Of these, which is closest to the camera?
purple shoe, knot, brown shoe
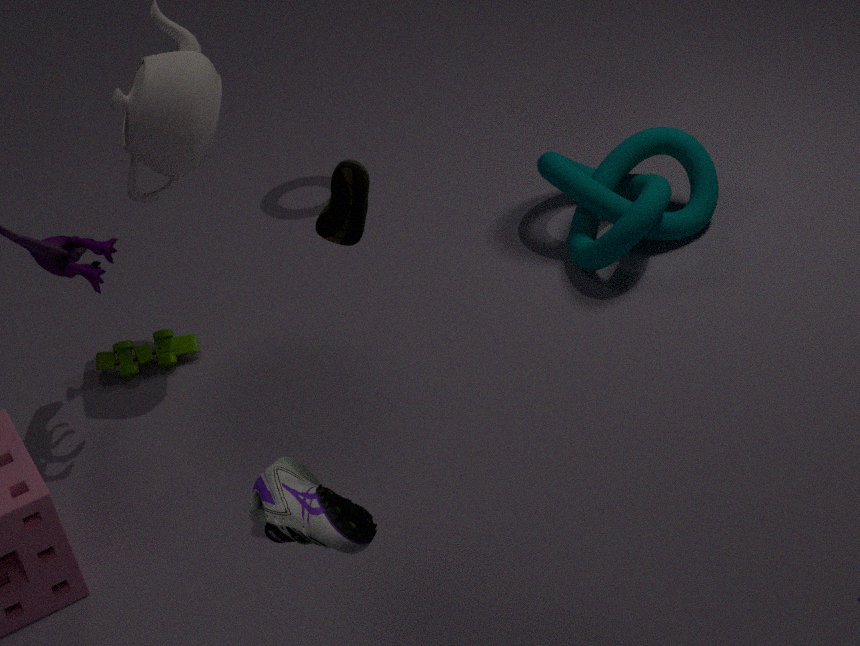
purple shoe
